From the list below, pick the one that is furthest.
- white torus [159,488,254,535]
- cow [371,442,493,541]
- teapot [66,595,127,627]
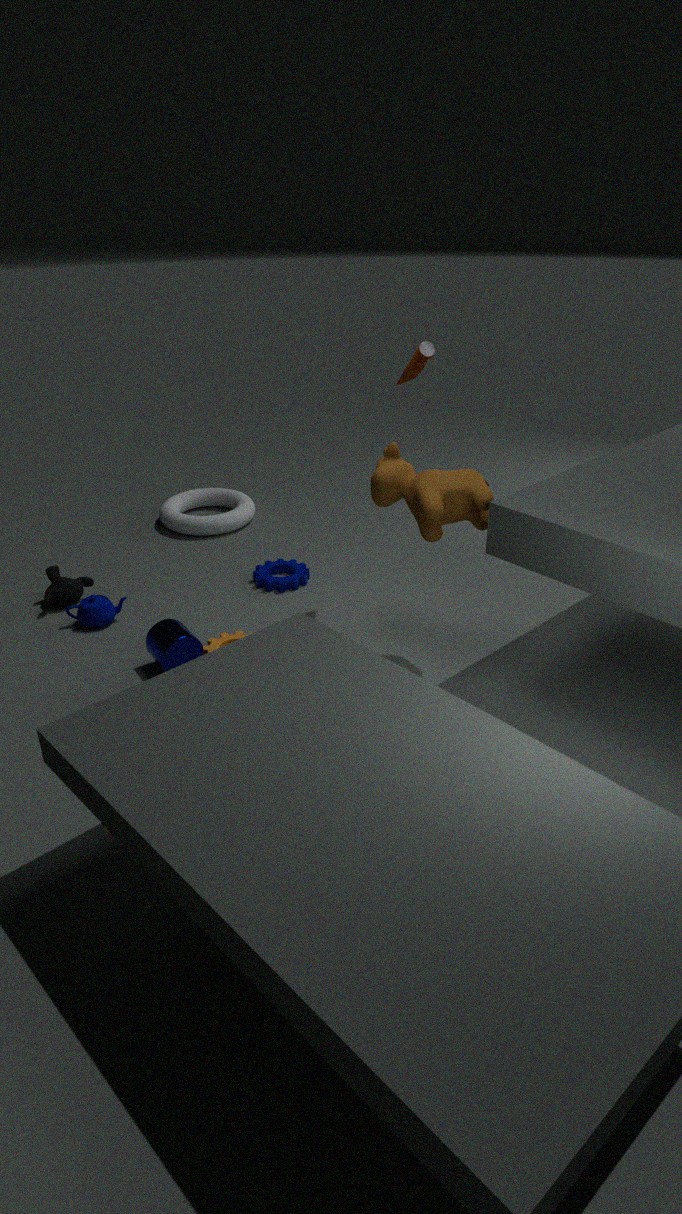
white torus [159,488,254,535]
